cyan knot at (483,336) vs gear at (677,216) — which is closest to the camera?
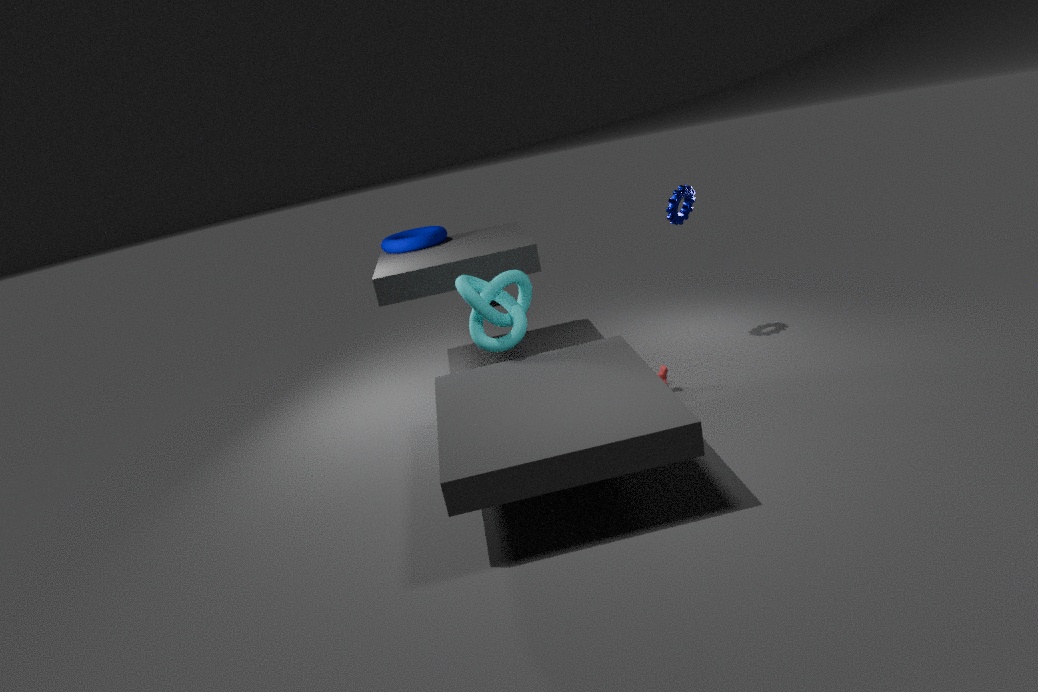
cyan knot at (483,336)
